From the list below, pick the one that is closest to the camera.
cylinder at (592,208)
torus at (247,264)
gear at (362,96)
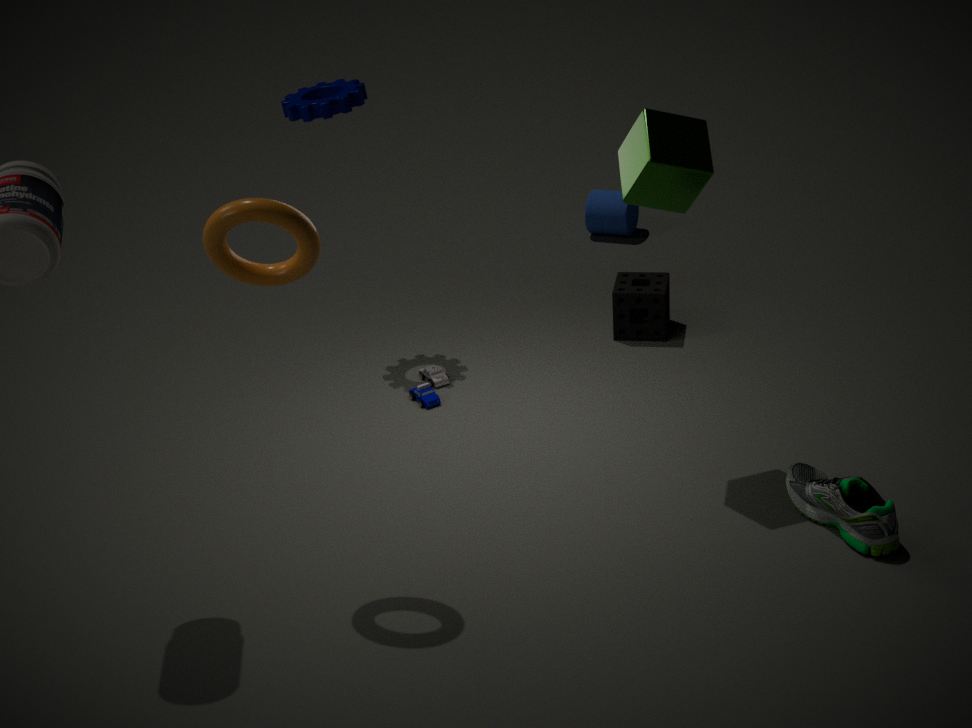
torus at (247,264)
